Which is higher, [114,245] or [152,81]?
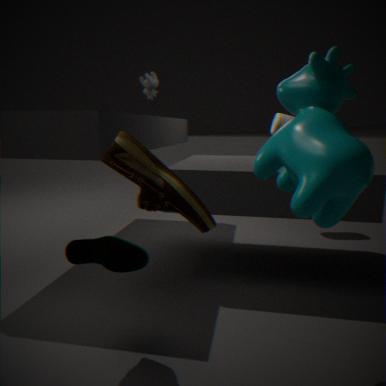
[152,81]
